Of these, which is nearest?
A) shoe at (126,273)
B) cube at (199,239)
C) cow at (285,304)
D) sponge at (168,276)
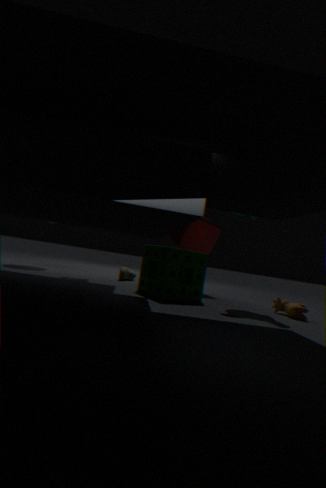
cow at (285,304)
